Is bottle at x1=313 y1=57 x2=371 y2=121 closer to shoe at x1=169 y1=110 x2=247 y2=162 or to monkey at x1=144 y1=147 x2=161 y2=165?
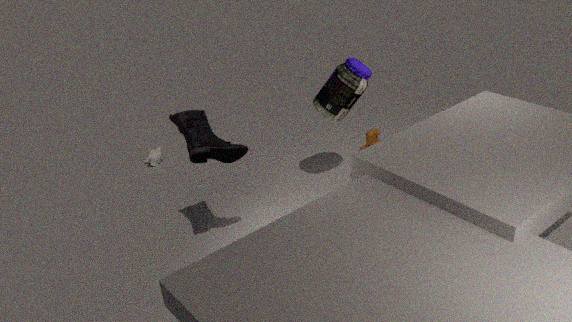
shoe at x1=169 y1=110 x2=247 y2=162
